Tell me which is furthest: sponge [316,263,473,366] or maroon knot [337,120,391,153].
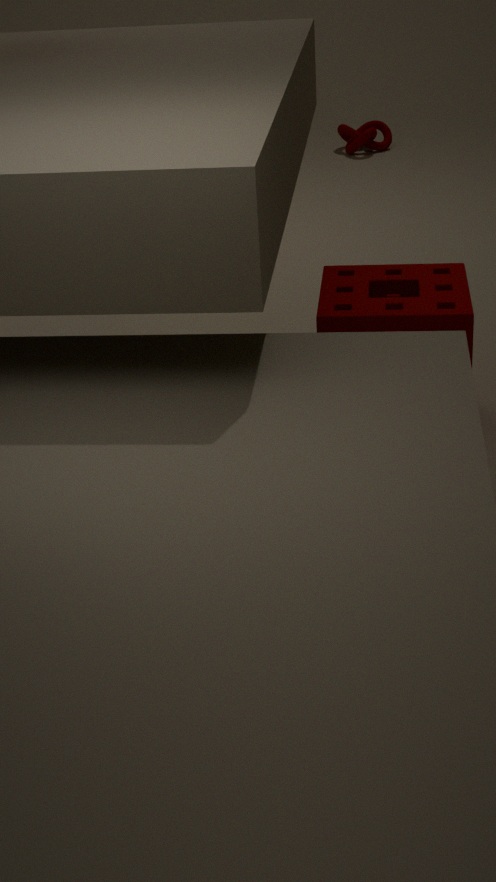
maroon knot [337,120,391,153]
